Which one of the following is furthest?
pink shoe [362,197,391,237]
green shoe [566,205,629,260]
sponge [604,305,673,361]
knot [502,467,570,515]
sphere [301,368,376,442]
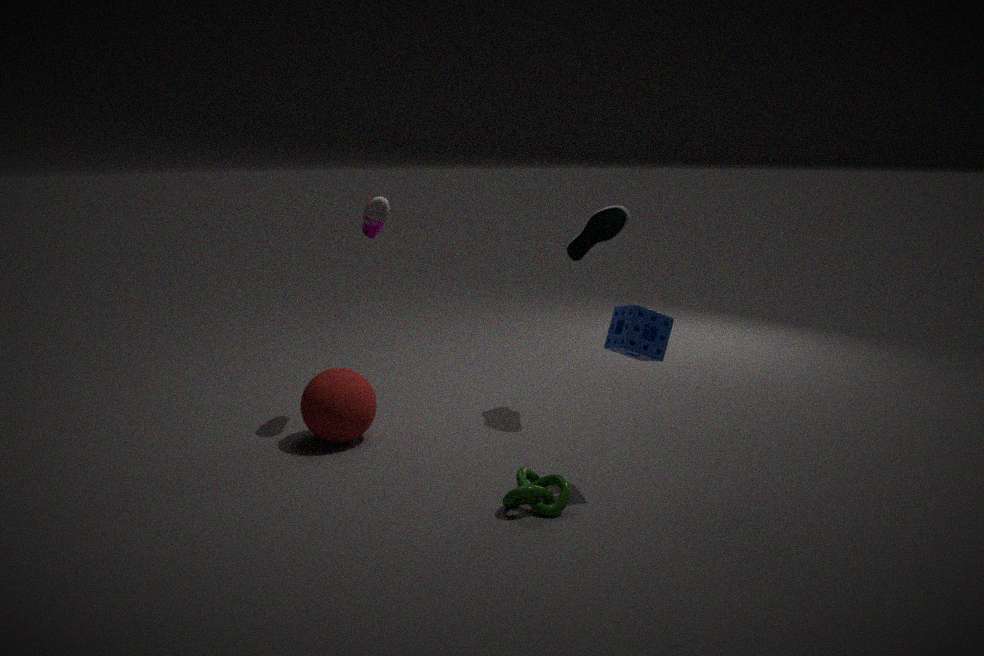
green shoe [566,205,629,260]
